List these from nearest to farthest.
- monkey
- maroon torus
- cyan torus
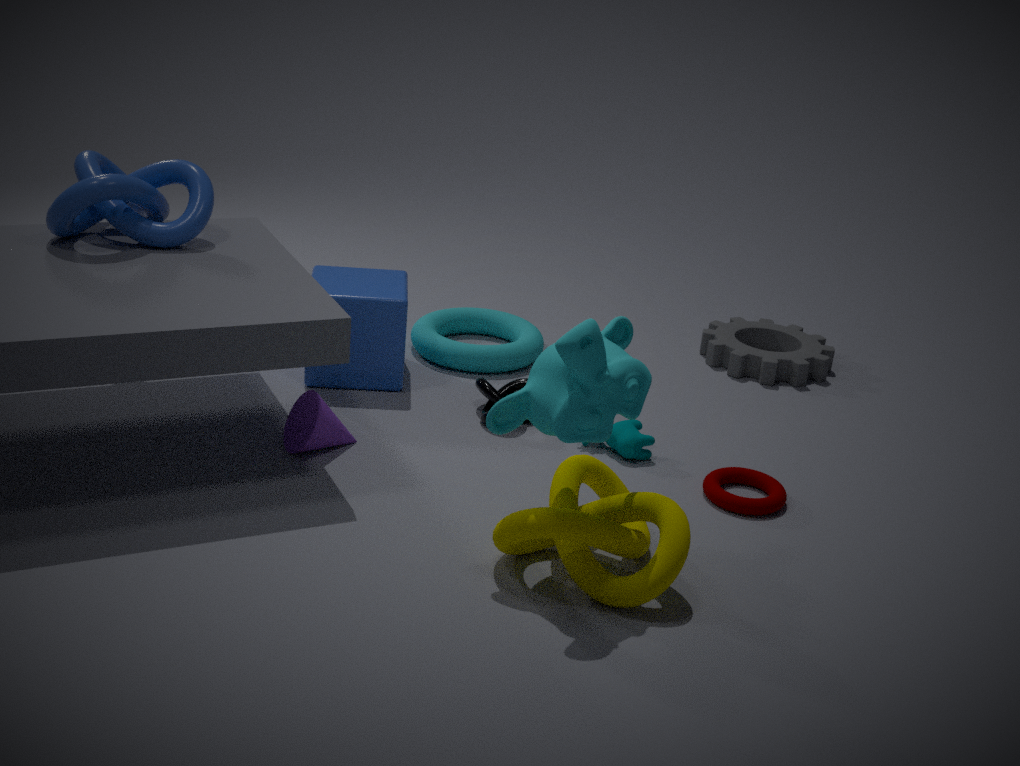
monkey, maroon torus, cyan torus
